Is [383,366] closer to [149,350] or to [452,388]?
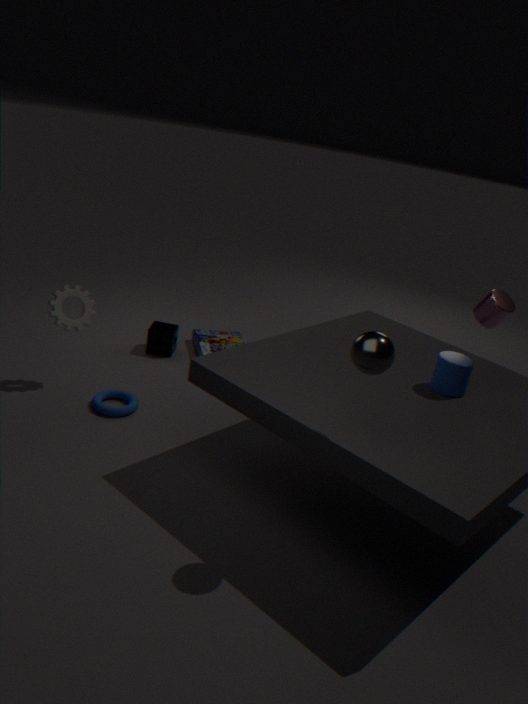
[452,388]
